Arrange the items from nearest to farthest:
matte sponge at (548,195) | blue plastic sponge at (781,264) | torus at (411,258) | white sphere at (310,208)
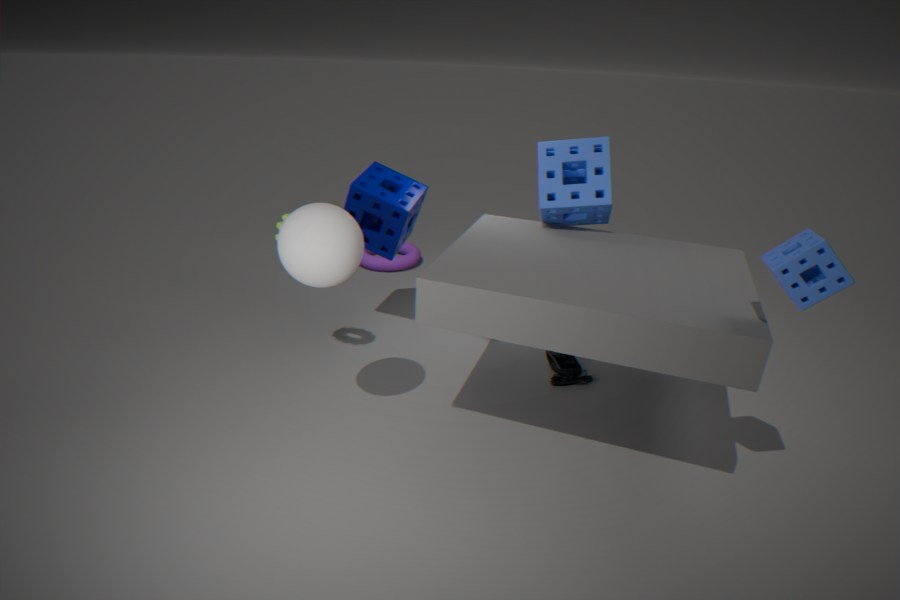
blue plastic sponge at (781,264) < white sphere at (310,208) < matte sponge at (548,195) < torus at (411,258)
